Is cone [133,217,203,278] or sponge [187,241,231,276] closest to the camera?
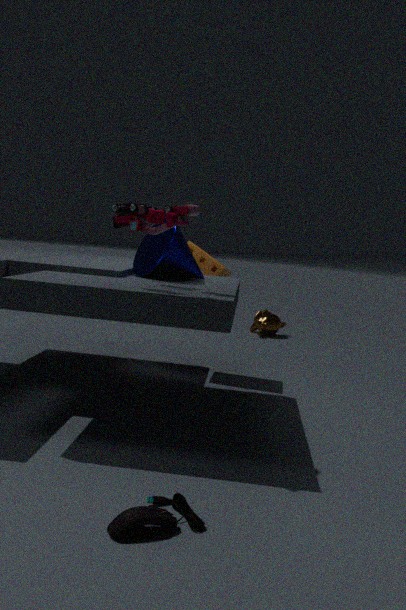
cone [133,217,203,278]
